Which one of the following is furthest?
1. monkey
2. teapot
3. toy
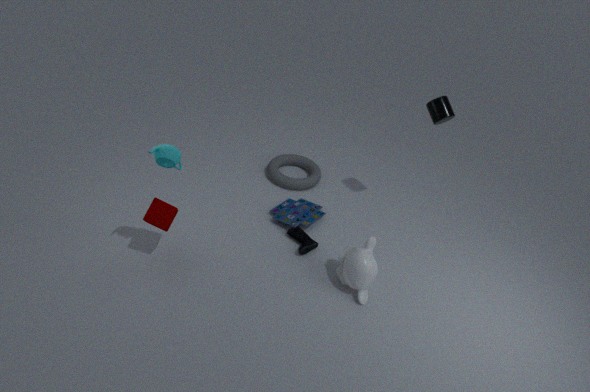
toy
